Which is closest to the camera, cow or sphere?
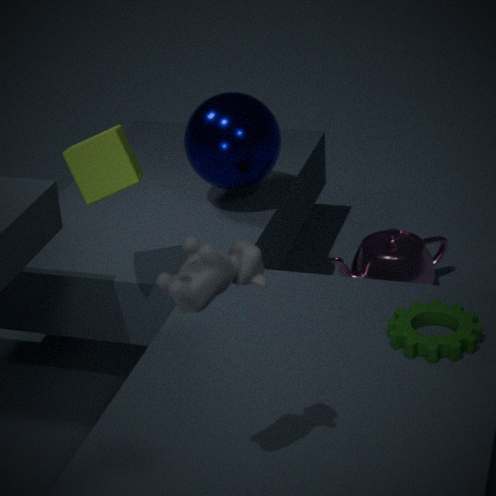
cow
